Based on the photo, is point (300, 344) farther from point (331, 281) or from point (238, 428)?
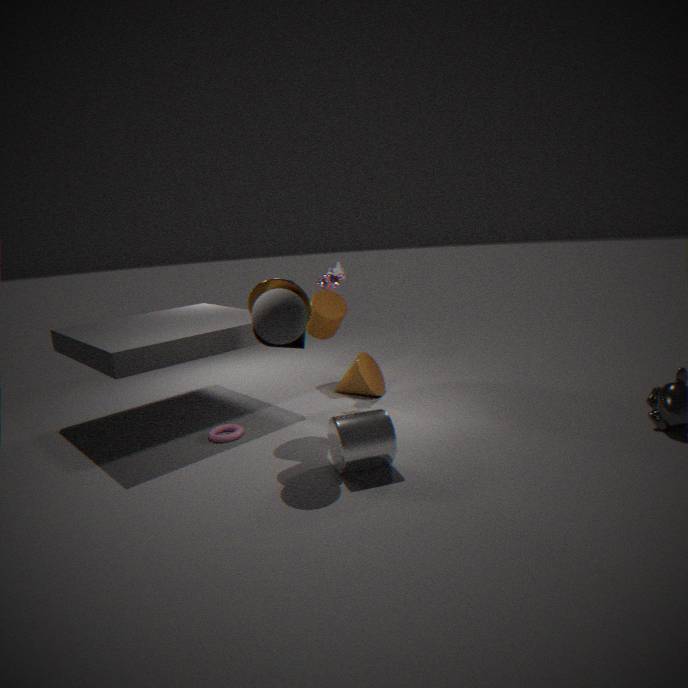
point (238, 428)
